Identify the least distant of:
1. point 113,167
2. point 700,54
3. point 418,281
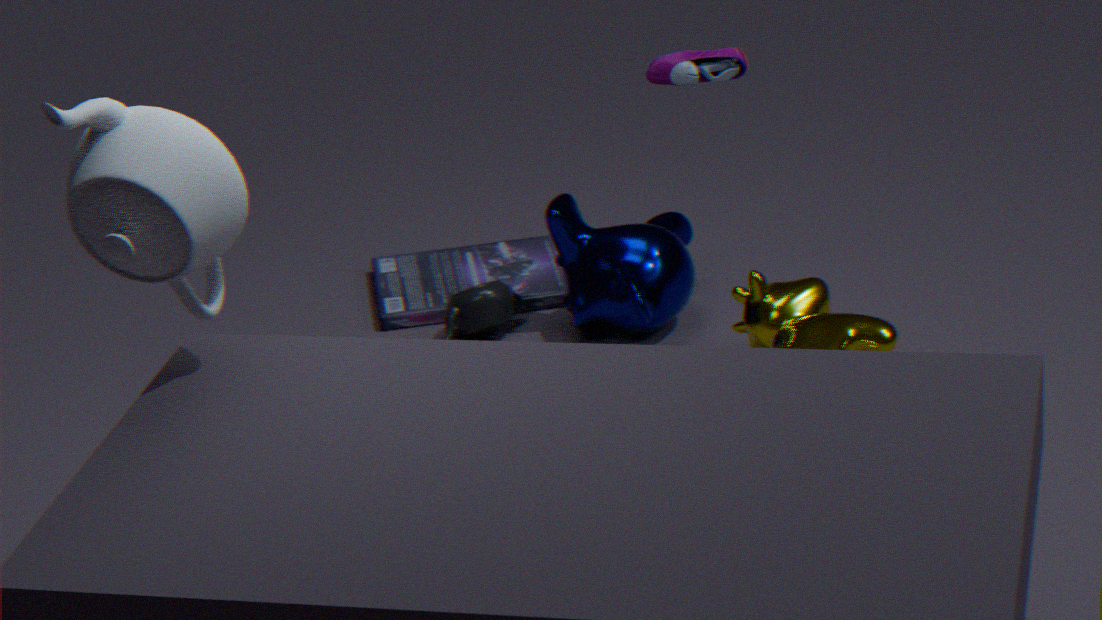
point 113,167
